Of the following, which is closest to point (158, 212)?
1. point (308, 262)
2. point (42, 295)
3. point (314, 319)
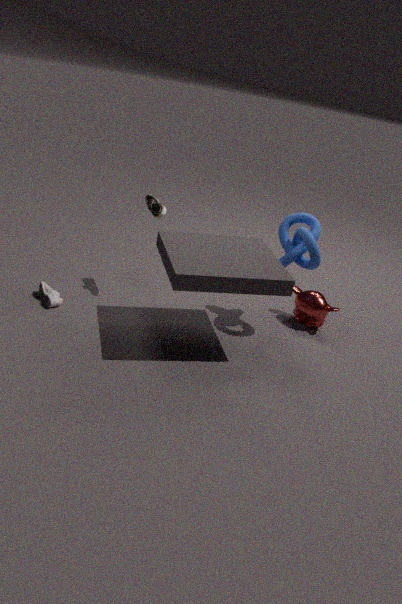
point (42, 295)
